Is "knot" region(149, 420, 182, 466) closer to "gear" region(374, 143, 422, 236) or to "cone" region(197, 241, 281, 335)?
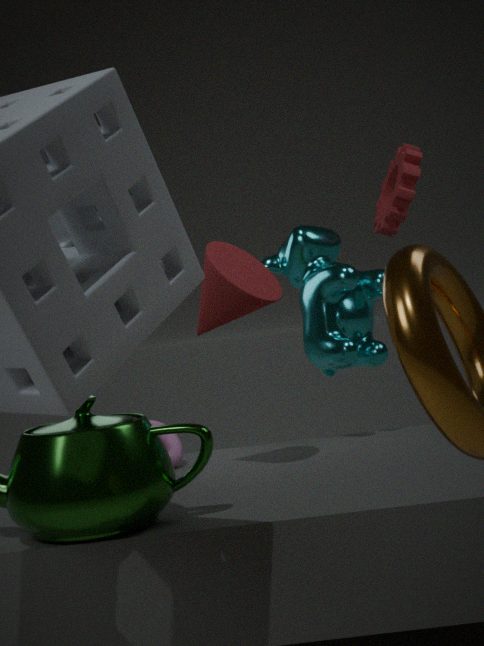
"cone" region(197, 241, 281, 335)
